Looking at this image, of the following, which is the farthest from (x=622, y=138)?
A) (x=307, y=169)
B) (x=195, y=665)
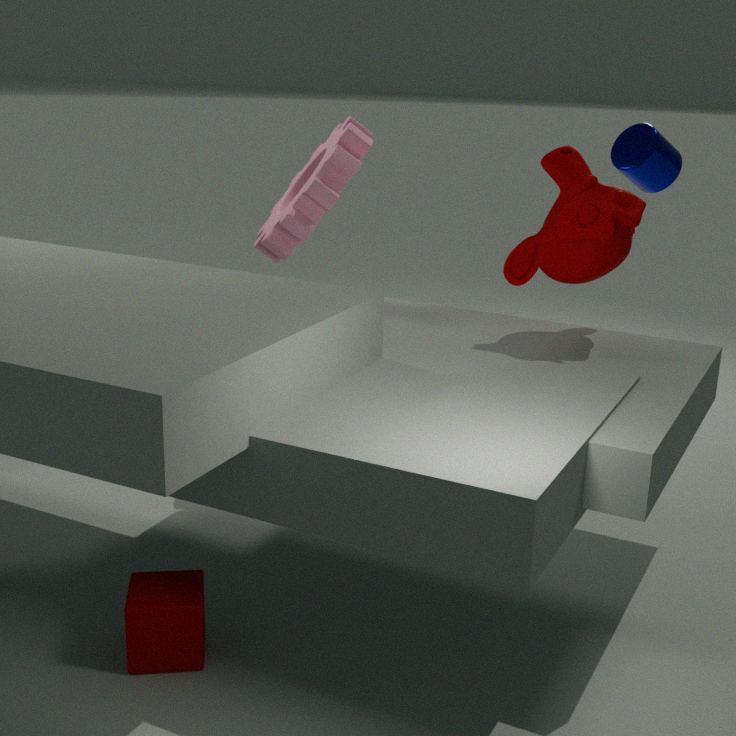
(x=195, y=665)
